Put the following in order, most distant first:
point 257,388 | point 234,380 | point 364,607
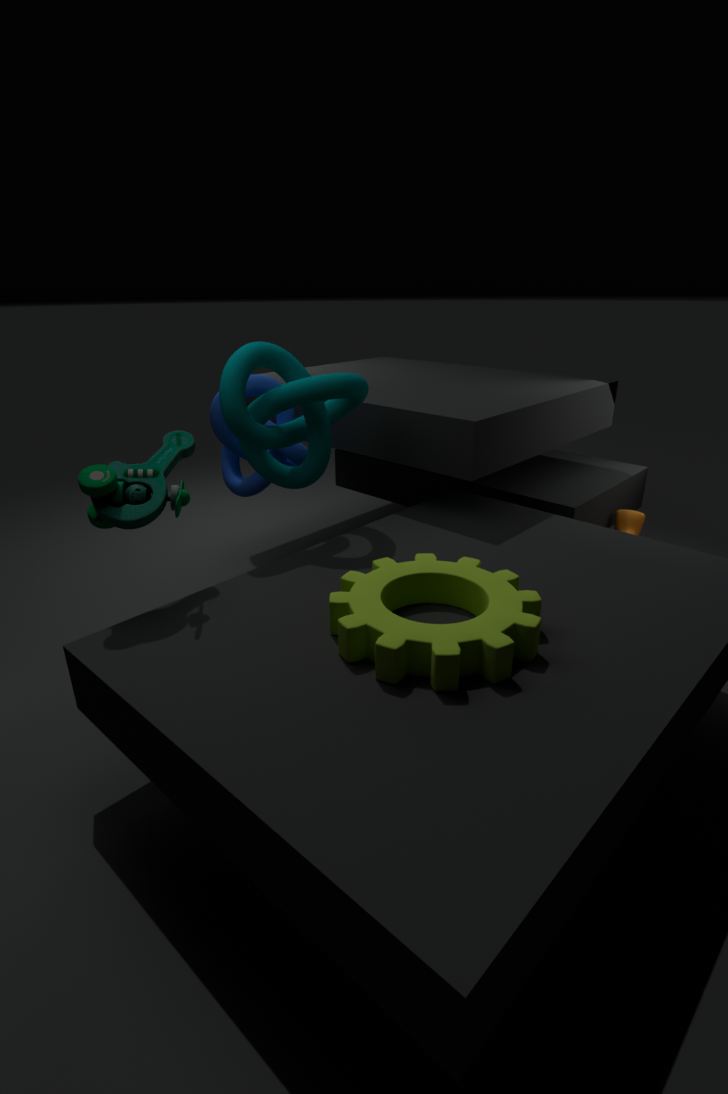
point 257,388, point 234,380, point 364,607
